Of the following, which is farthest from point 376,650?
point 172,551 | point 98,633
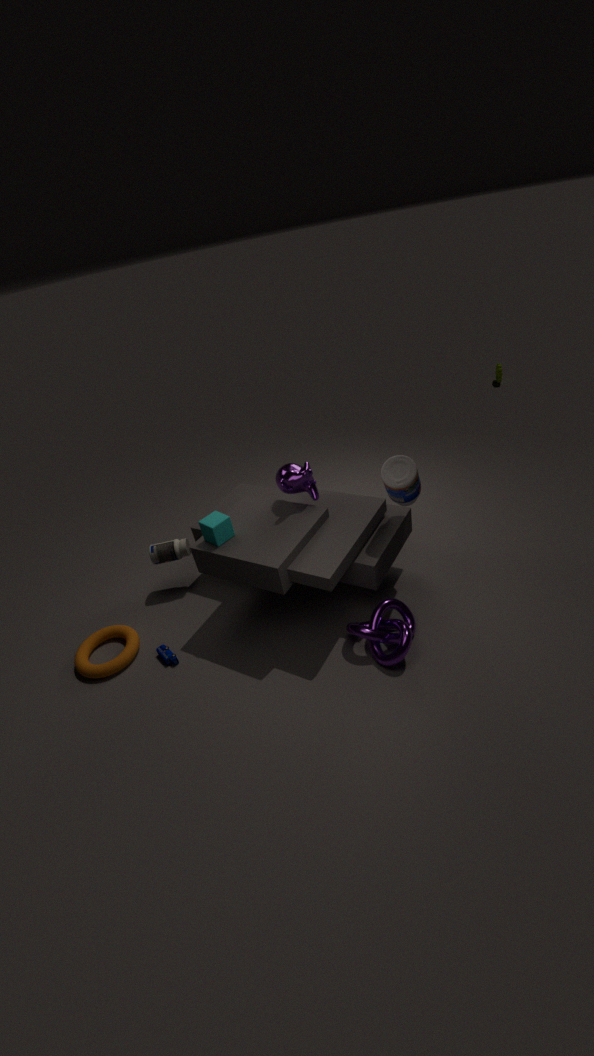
point 98,633
